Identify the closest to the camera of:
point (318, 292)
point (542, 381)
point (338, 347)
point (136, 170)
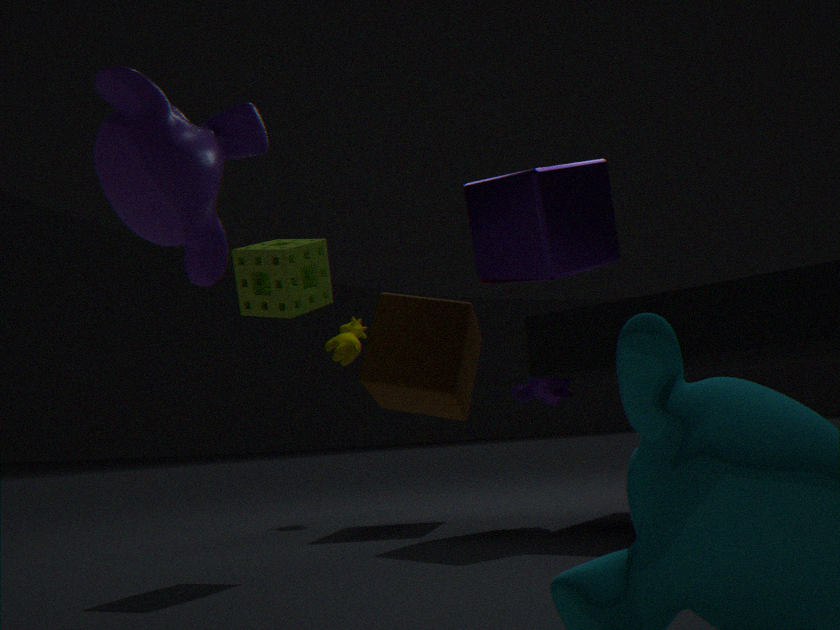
point (136, 170)
